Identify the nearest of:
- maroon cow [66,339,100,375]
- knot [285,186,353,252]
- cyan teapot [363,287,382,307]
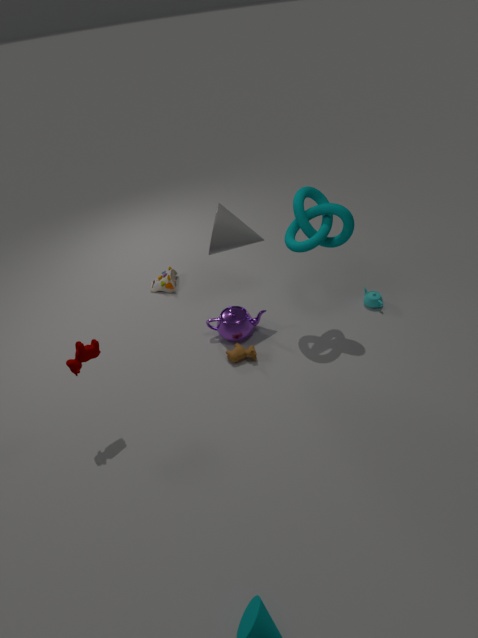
maroon cow [66,339,100,375]
